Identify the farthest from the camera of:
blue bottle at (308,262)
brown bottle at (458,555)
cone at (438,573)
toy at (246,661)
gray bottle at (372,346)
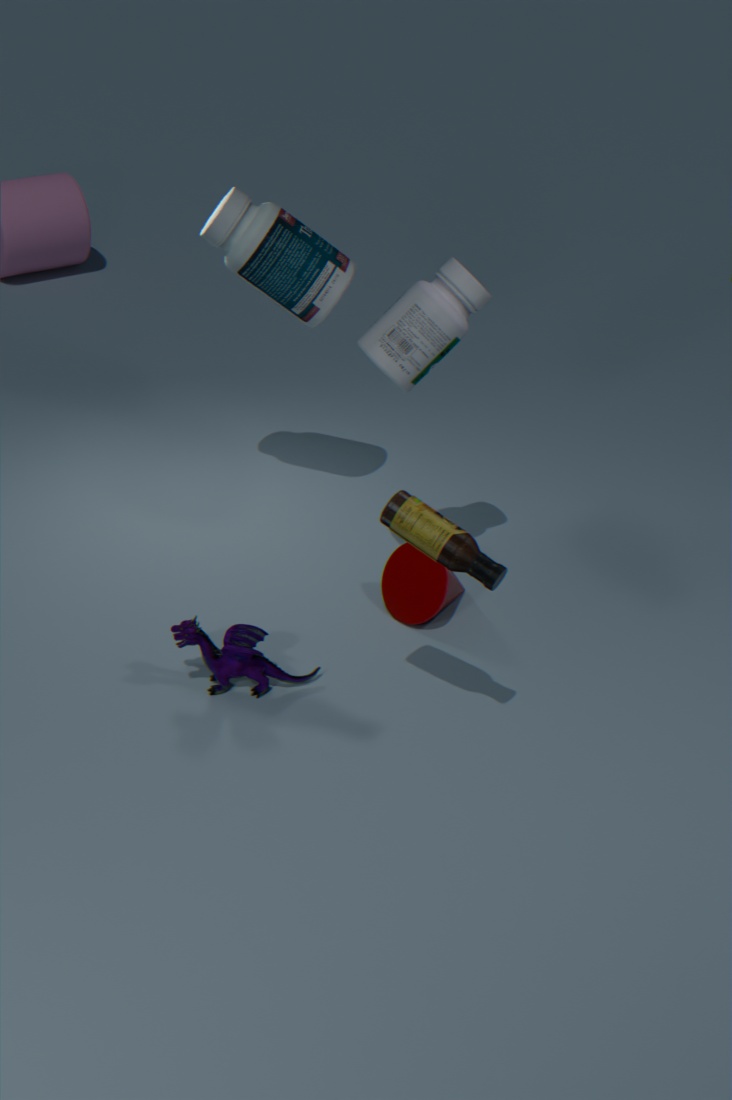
blue bottle at (308,262)
